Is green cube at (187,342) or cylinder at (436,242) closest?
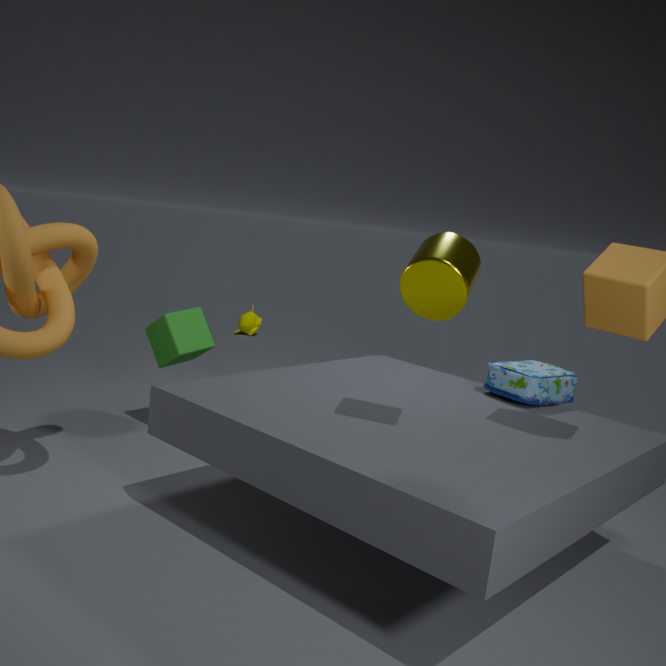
cylinder at (436,242)
